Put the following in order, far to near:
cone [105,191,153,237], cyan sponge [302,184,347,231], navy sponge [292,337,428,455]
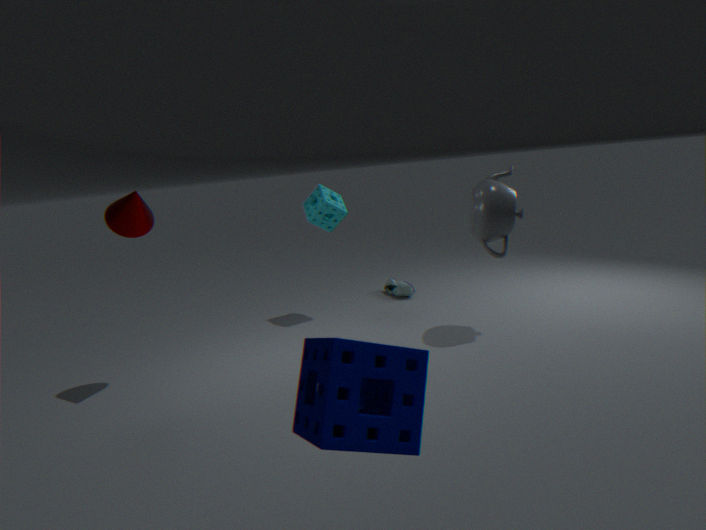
1. cyan sponge [302,184,347,231]
2. cone [105,191,153,237]
3. navy sponge [292,337,428,455]
